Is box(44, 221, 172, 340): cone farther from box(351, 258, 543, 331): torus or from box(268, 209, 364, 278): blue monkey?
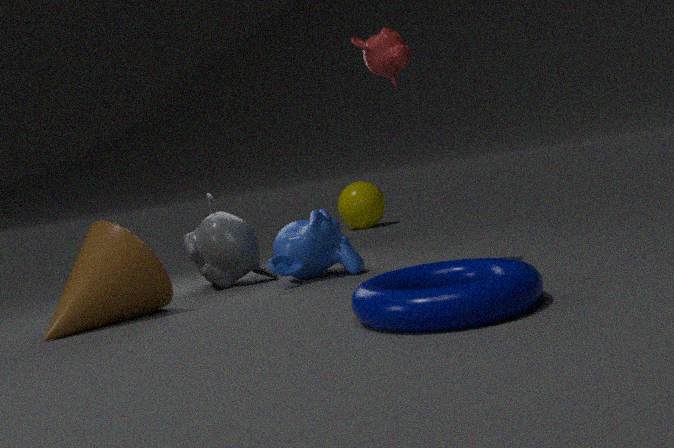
box(351, 258, 543, 331): torus
